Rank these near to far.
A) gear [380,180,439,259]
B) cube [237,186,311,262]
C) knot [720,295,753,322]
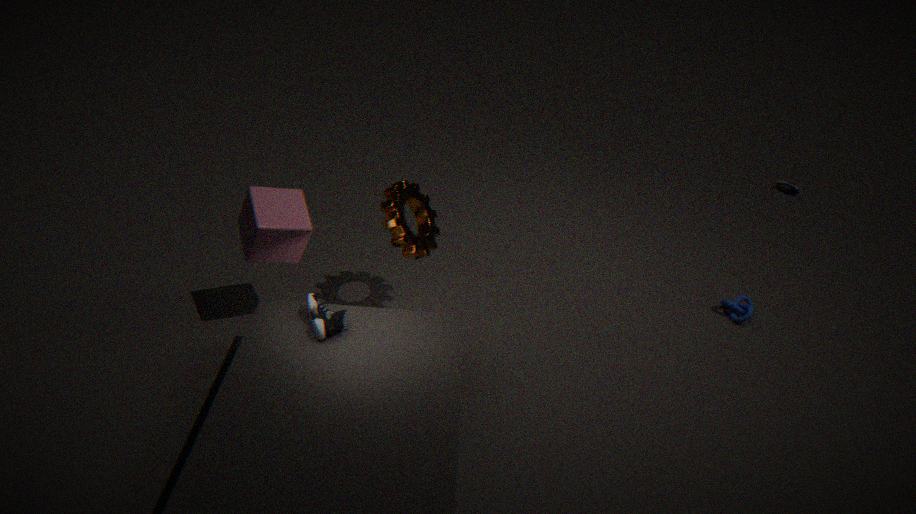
cube [237,186,311,262]
gear [380,180,439,259]
knot [720,295,753,322]
